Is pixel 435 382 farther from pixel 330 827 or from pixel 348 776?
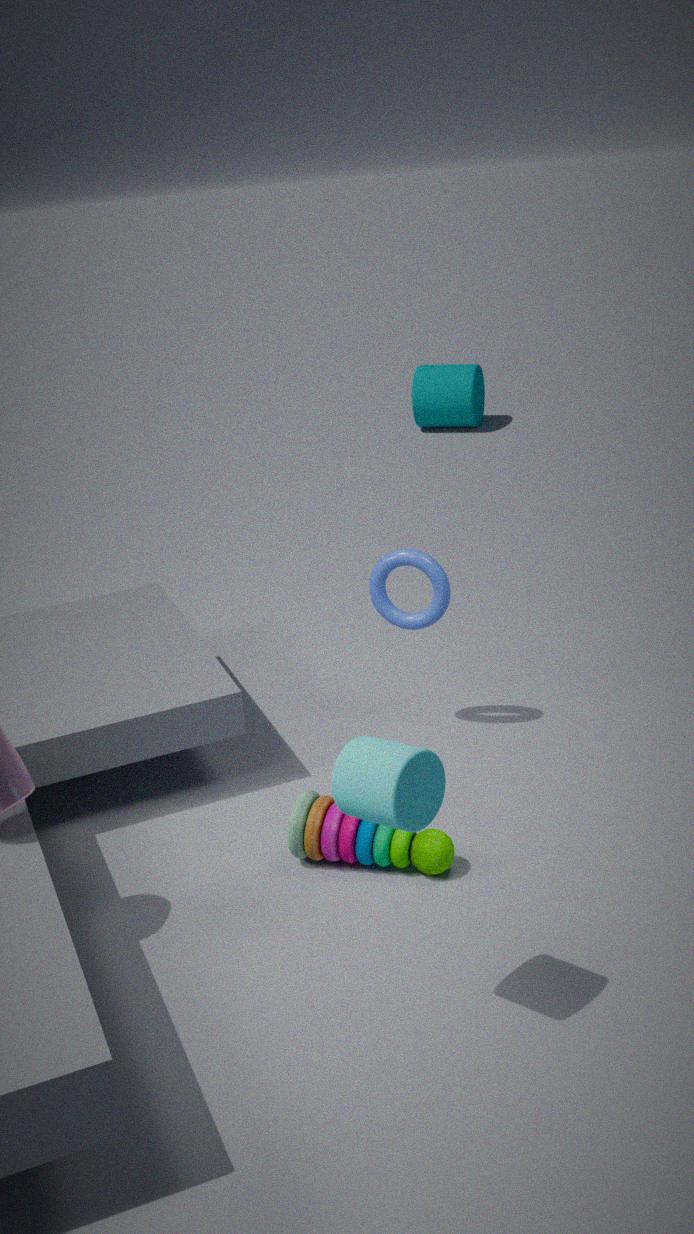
pixel 348 776
